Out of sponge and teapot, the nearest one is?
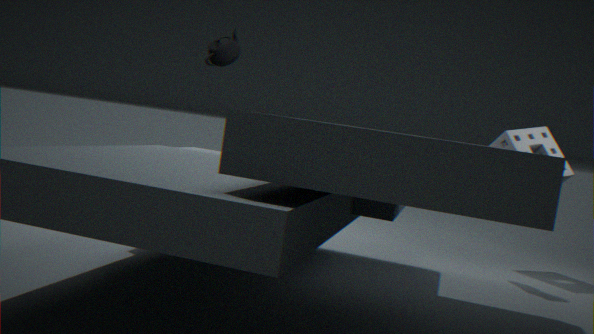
teapot
